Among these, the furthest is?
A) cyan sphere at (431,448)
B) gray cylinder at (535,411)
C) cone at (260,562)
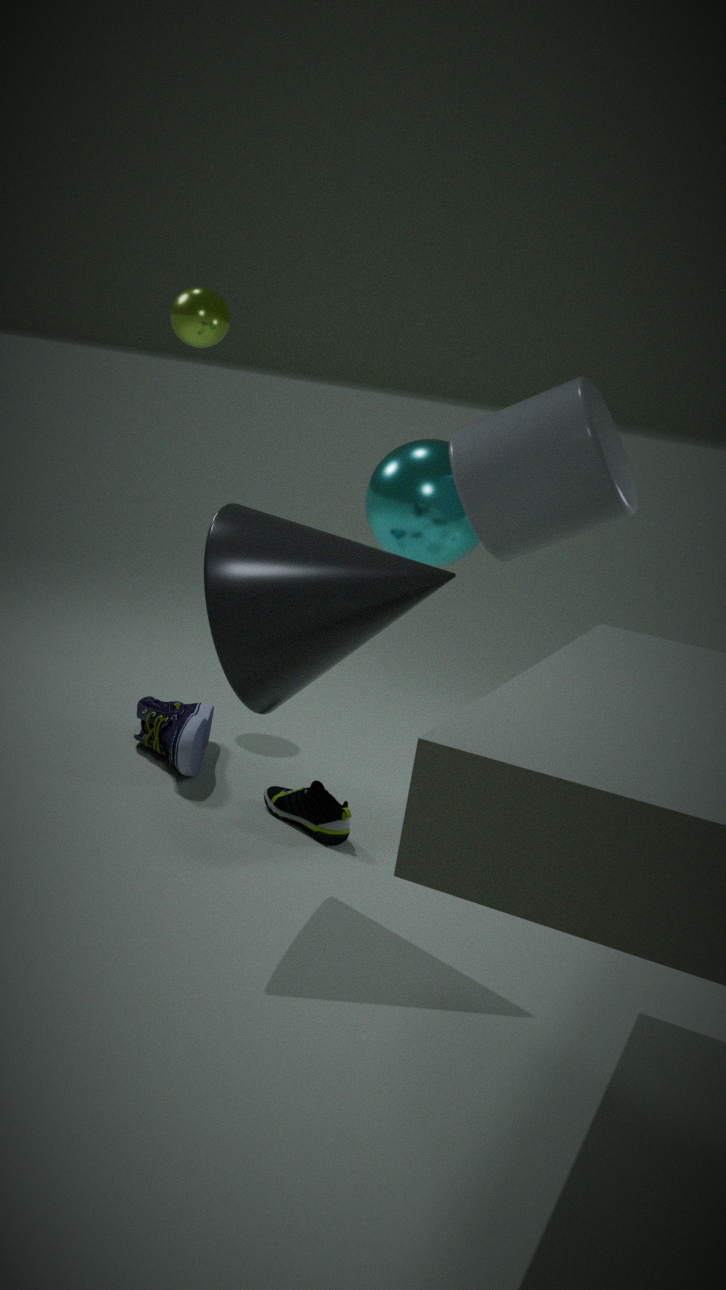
cyan sphere at (431,448)
